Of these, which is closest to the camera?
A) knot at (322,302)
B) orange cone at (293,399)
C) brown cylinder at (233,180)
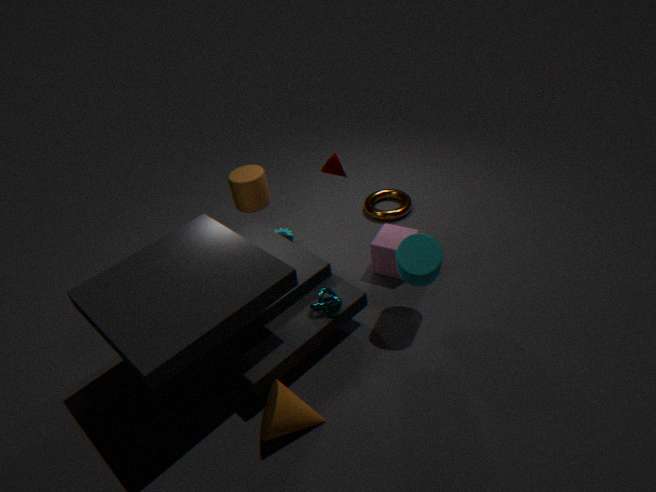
orange cone at (293,399)
